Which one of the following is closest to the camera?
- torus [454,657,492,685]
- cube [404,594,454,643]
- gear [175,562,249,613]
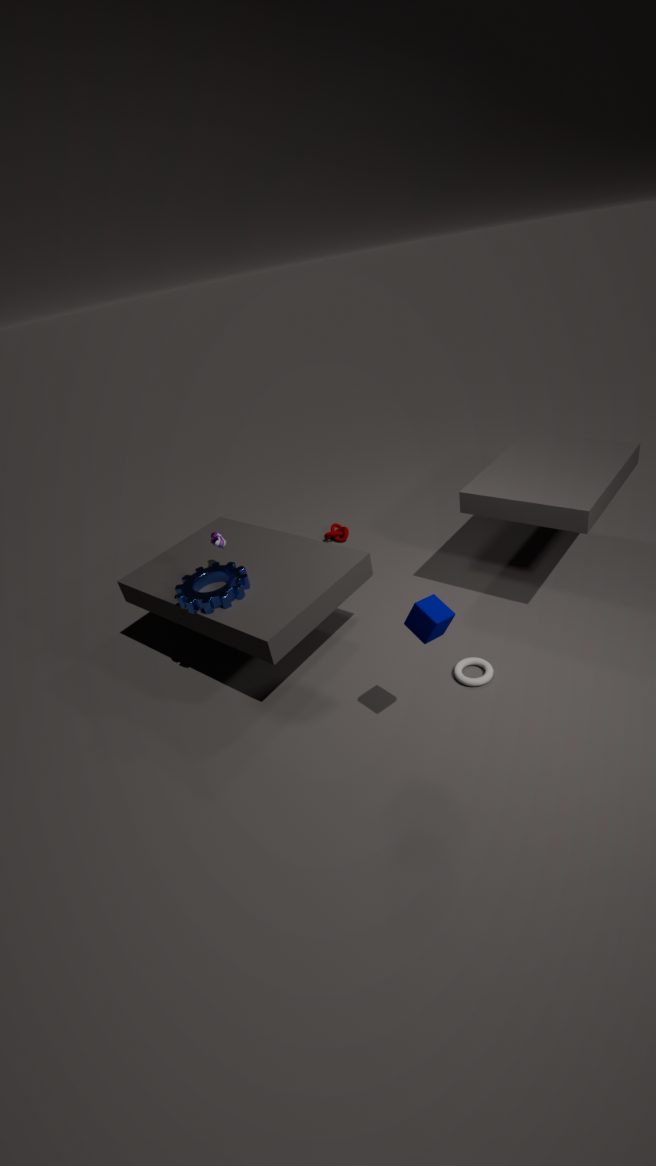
cube [404,594,454,643]
